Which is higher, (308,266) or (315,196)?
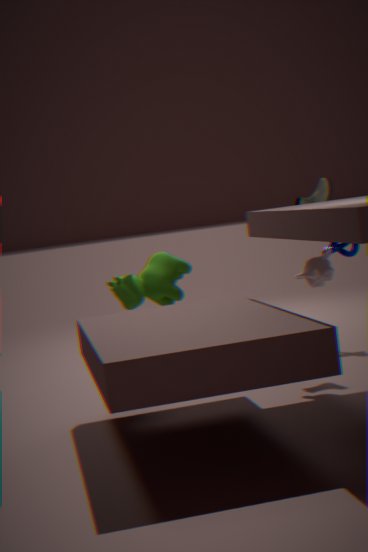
(315,196)
